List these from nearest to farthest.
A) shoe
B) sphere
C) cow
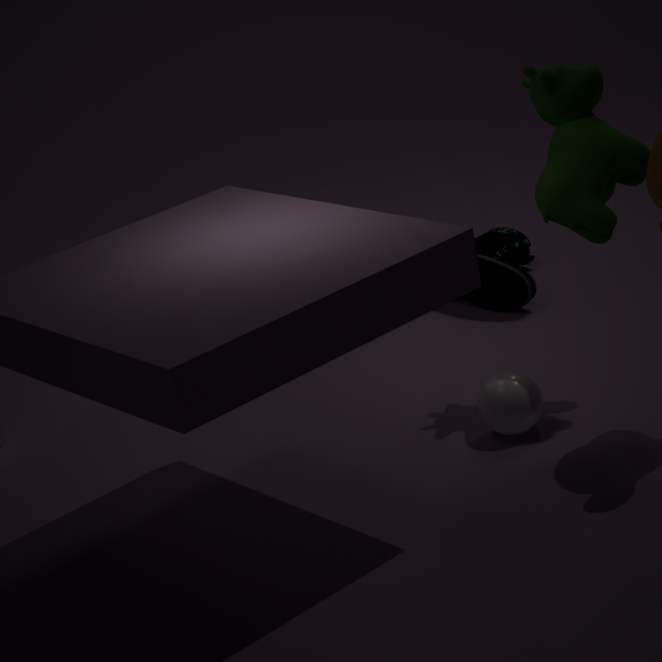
1. cow
2. sphere
3. shoe
